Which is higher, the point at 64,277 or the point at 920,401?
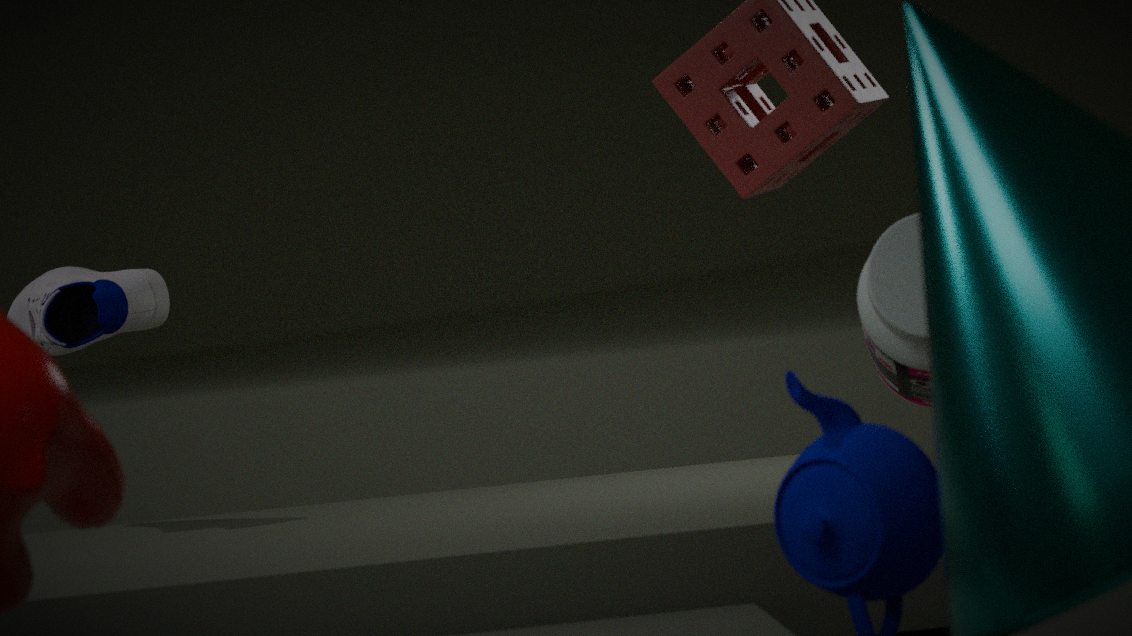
the point at 64,277
